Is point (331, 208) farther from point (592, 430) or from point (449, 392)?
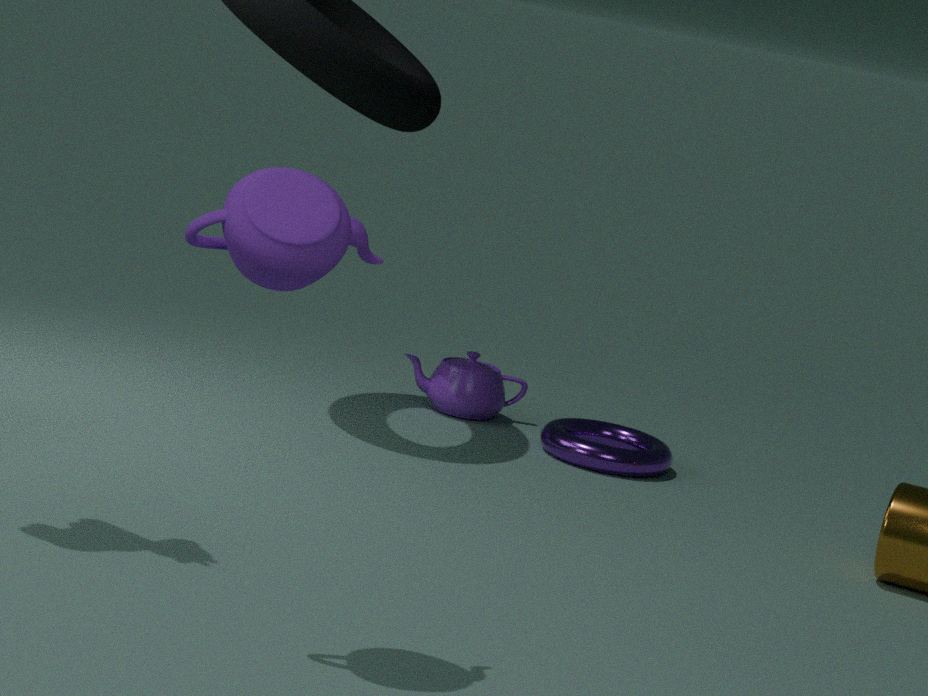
point (449, 392)
